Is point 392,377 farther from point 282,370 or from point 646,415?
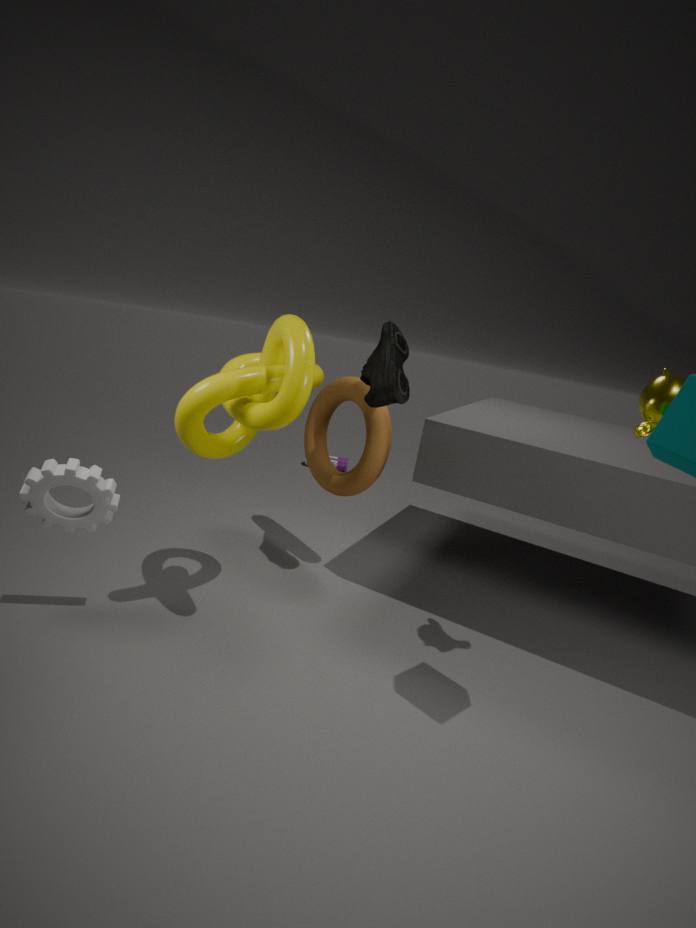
point 646,415
